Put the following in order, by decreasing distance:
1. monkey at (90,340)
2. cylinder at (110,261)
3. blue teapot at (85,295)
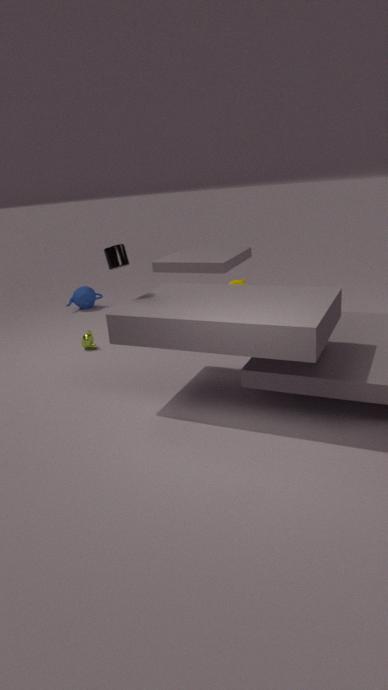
blue teapot at (85,295), monkey at (90,340), cylinder at (110,261)
